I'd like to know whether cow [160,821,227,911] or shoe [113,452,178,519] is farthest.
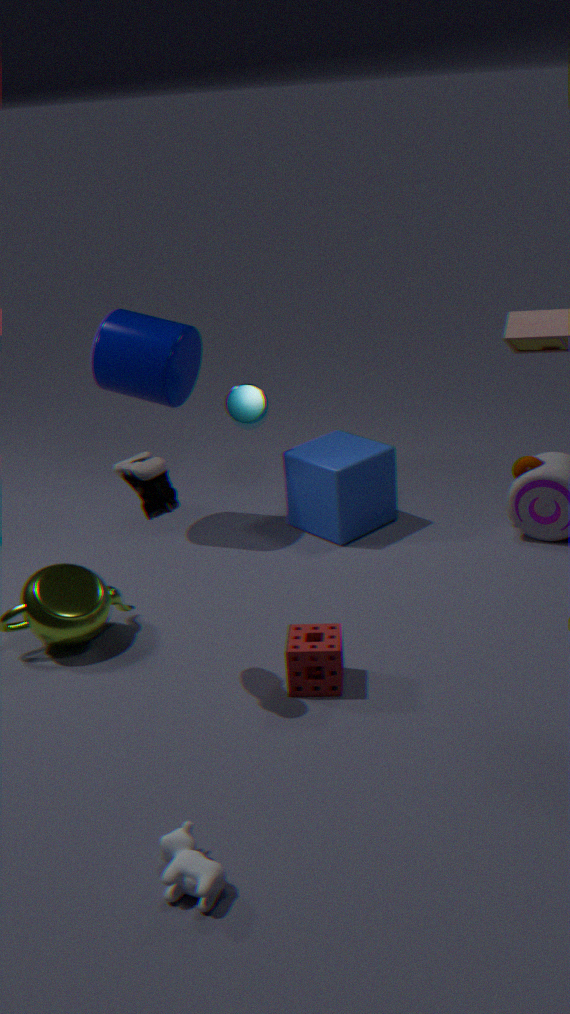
shoe [113,452,178,519]
